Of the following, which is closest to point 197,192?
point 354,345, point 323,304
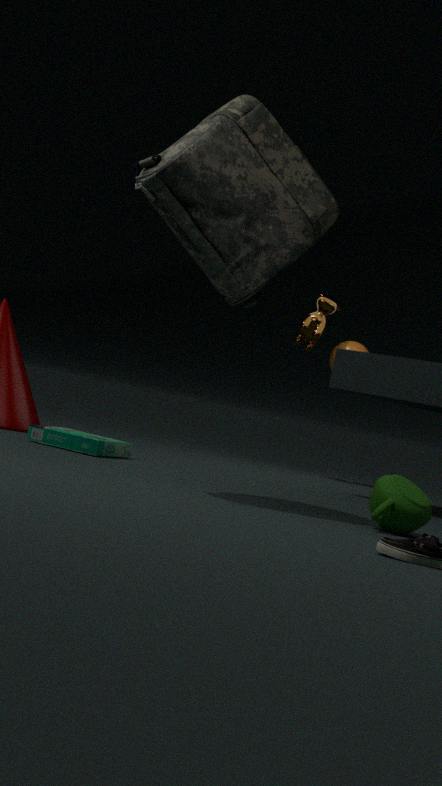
point 323,304
